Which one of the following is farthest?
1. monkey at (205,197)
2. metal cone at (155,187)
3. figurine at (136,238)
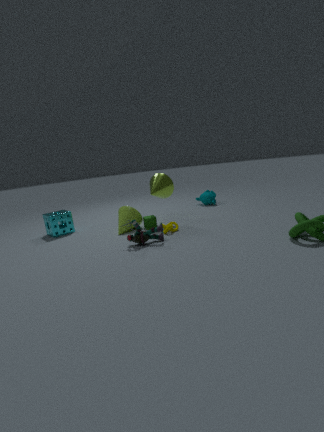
monkey at (205,197)
